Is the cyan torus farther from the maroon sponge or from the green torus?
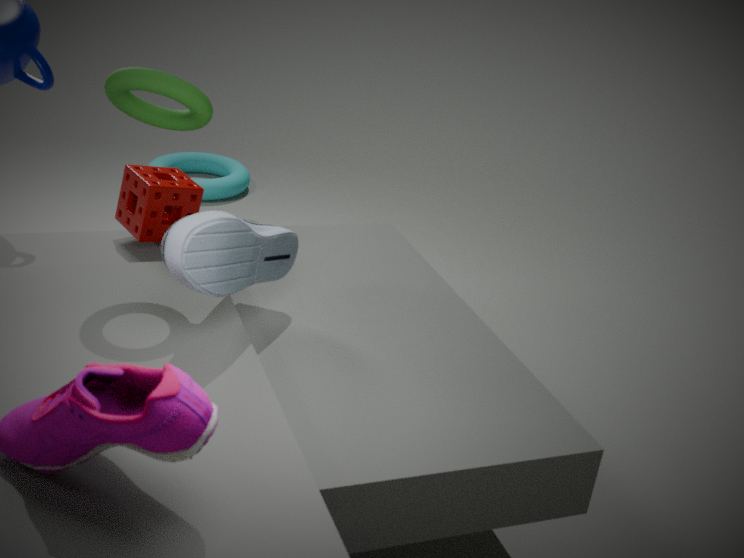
the green torus
